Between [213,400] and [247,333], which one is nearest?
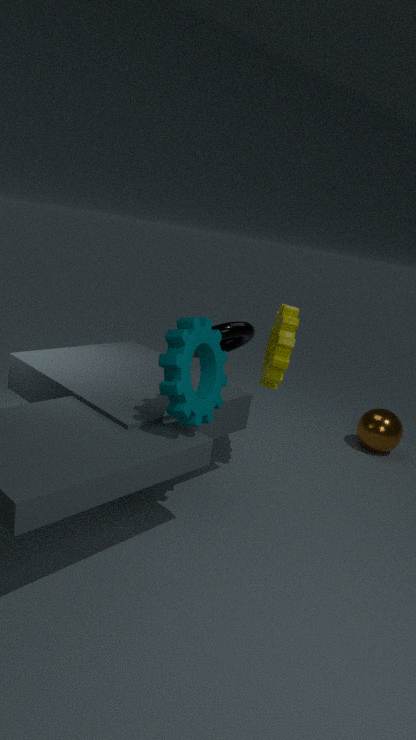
[213,400]
